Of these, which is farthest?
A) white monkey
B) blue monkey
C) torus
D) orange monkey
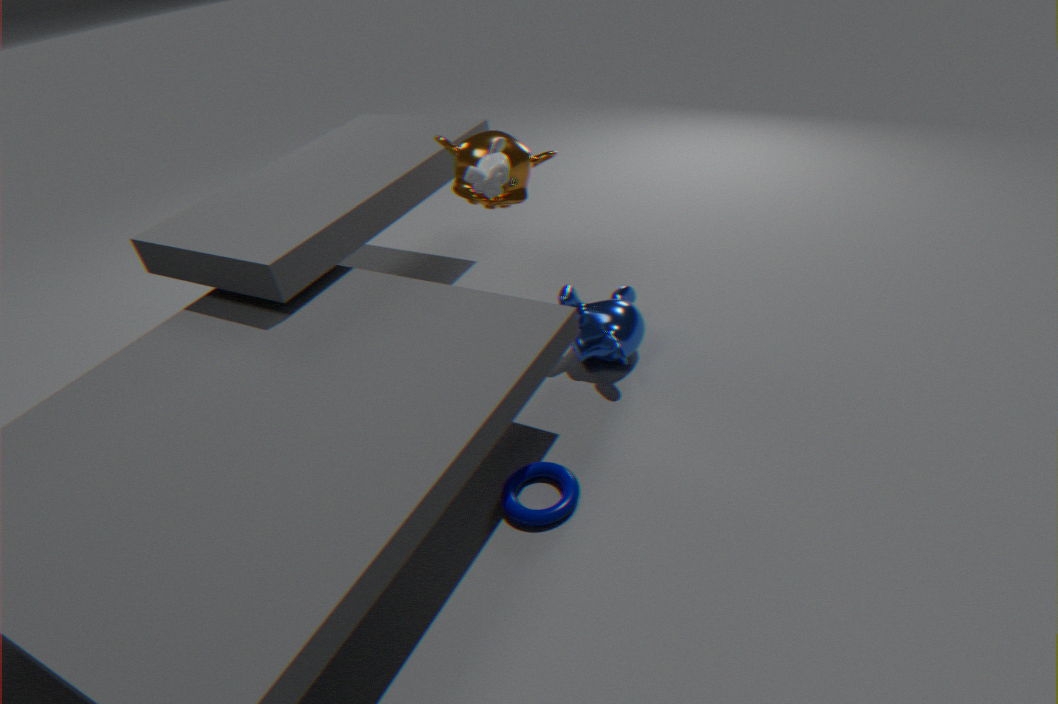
blue monkey
